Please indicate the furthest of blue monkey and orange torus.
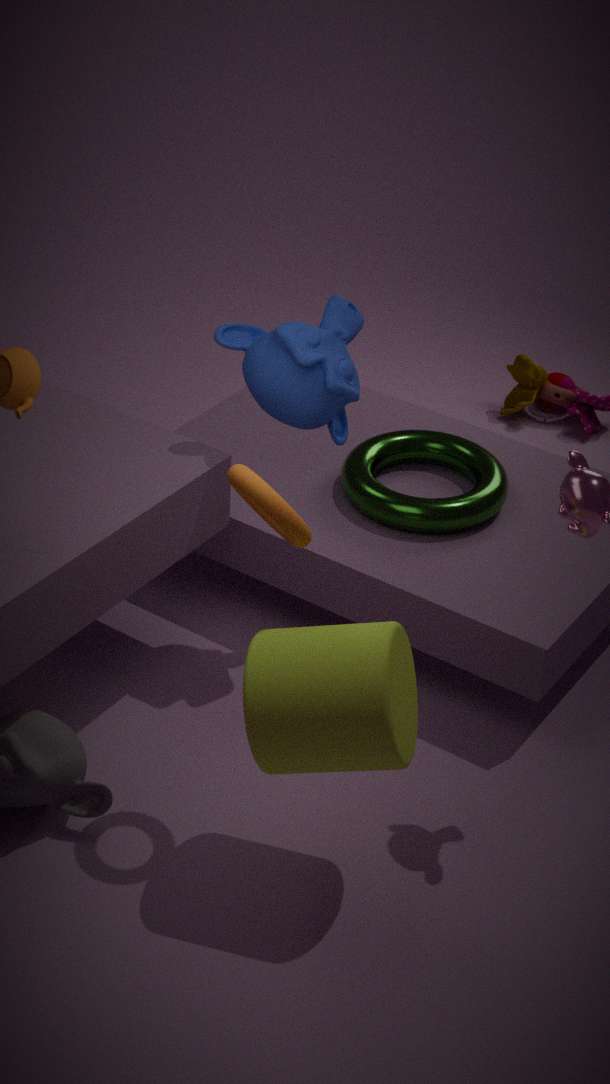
blue monkey
